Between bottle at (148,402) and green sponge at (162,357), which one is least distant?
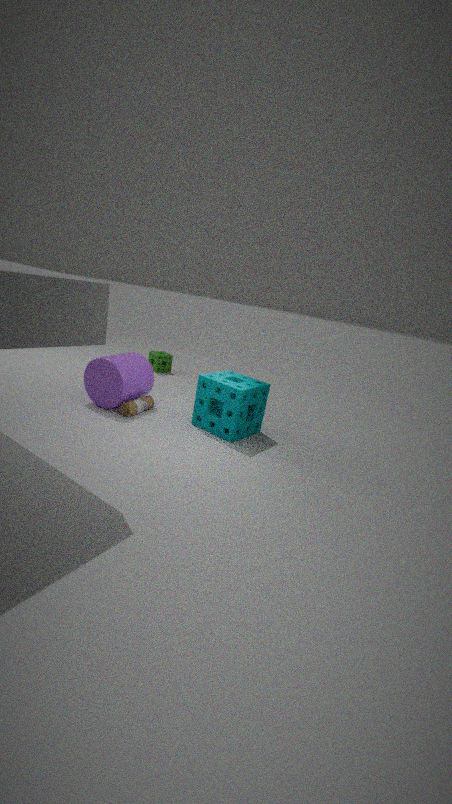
bottle at (148,402)
